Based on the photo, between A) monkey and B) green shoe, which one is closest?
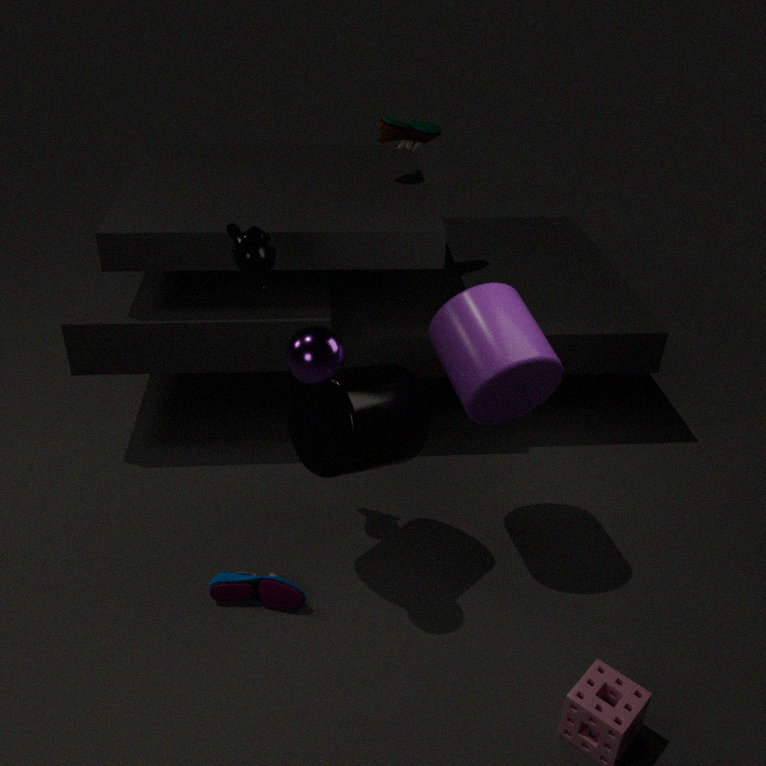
A. monkey
